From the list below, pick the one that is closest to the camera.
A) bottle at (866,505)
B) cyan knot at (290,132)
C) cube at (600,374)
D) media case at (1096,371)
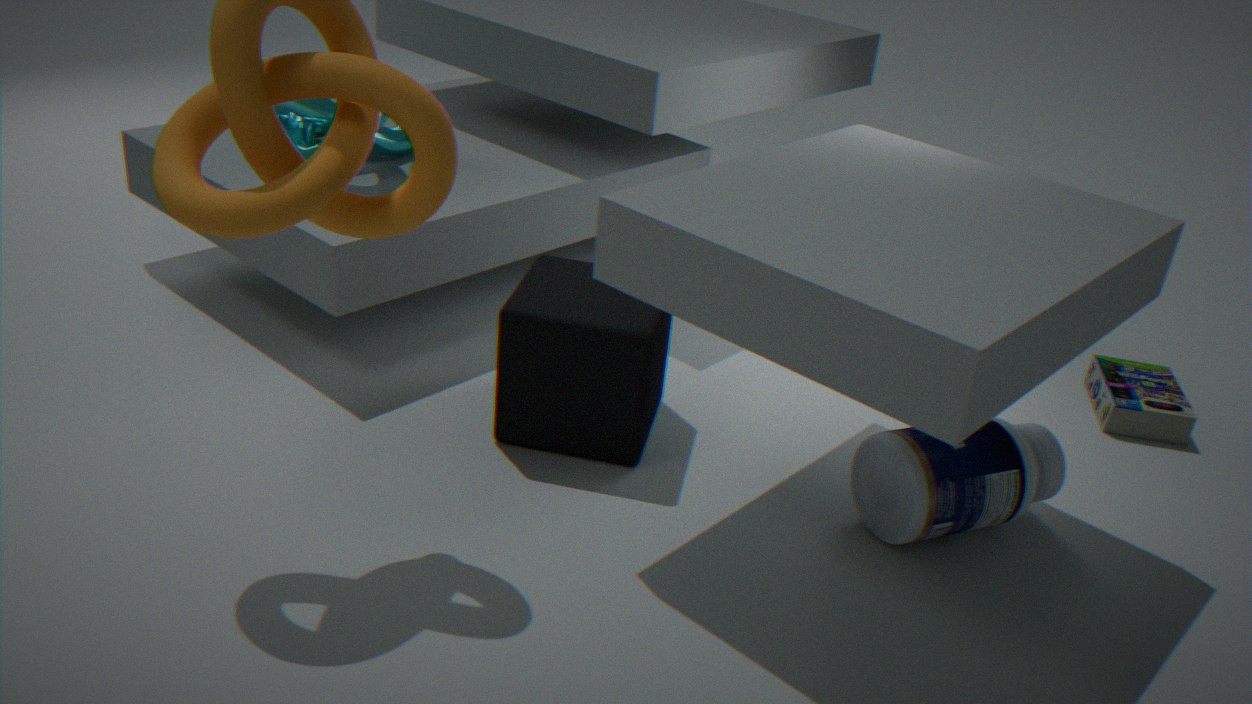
bottle at (866,505)
